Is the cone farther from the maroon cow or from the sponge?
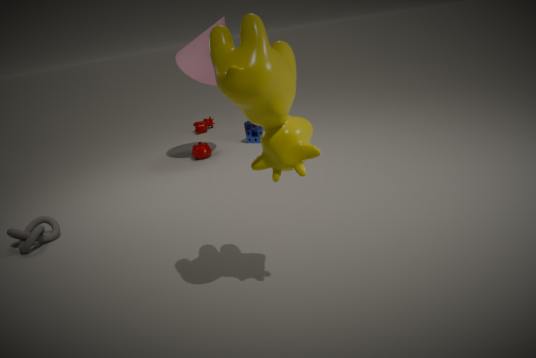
the maroon cow
